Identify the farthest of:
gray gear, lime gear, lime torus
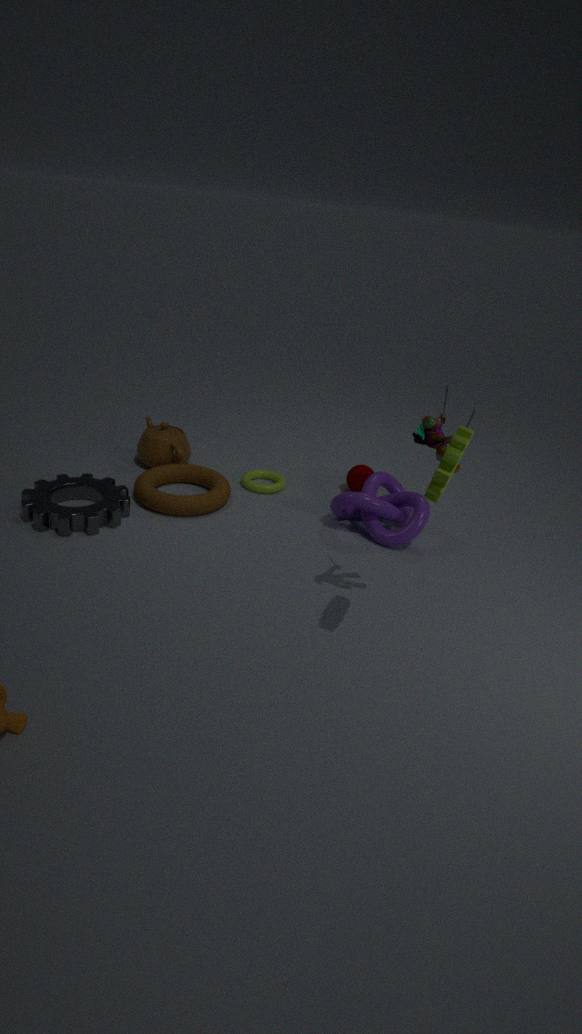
lime torus
